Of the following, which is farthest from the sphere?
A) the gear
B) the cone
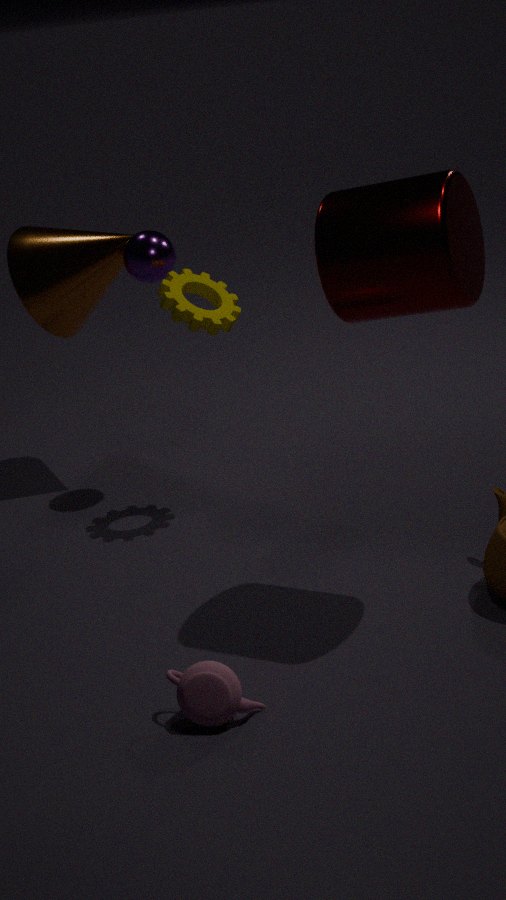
the gear
